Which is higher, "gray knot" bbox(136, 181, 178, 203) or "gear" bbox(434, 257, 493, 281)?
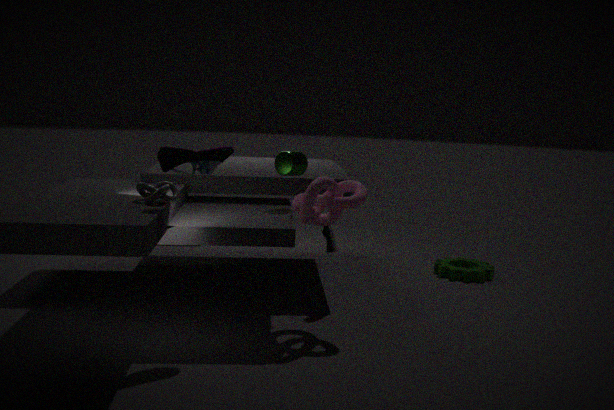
"gray knot" bbox(136, 181, 178, 203)
